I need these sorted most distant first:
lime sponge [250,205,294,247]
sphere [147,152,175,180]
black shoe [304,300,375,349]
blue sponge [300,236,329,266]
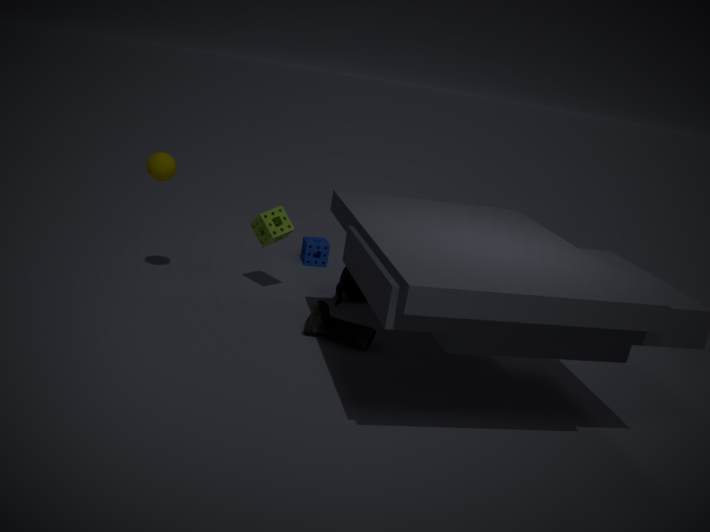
1. blue sponge [300,236,329,266]
2. lime sponge [250,205,294,247]
3. sphere [147,152,175,180]
4. black shoe [304,300,375,349]
